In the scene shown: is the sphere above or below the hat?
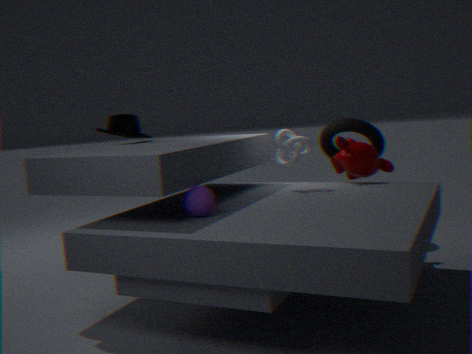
below
